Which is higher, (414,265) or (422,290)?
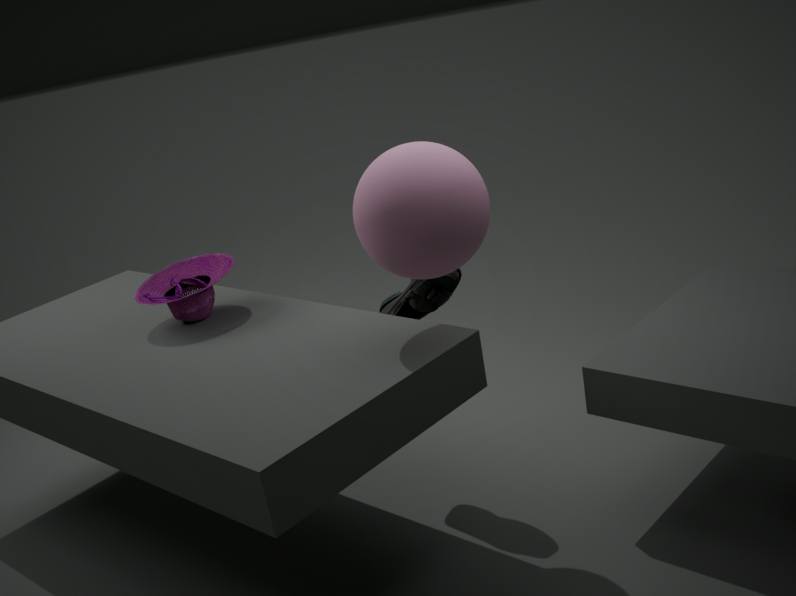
(414,265)
